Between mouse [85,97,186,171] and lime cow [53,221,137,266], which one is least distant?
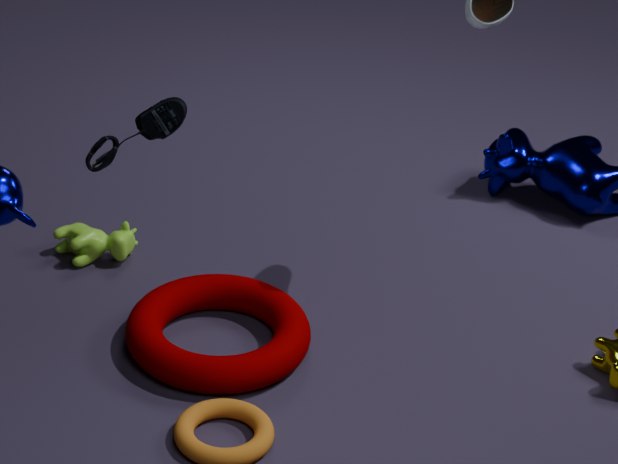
mouse [85,97,186,171]
